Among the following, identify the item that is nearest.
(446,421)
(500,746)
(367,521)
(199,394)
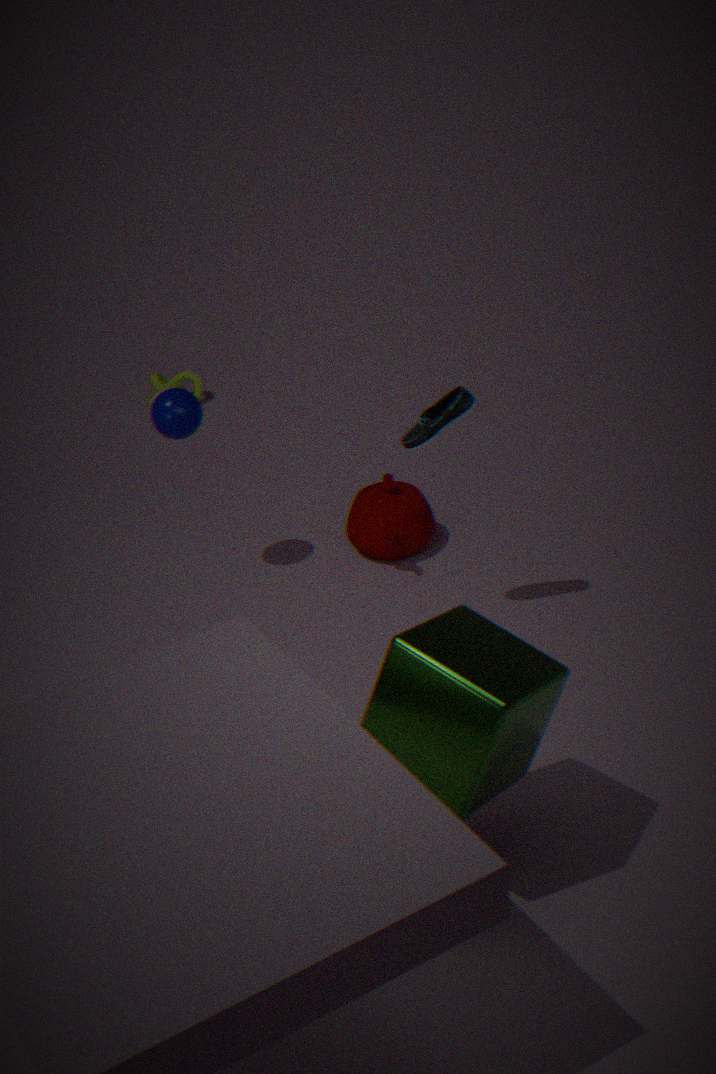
(500,746)
